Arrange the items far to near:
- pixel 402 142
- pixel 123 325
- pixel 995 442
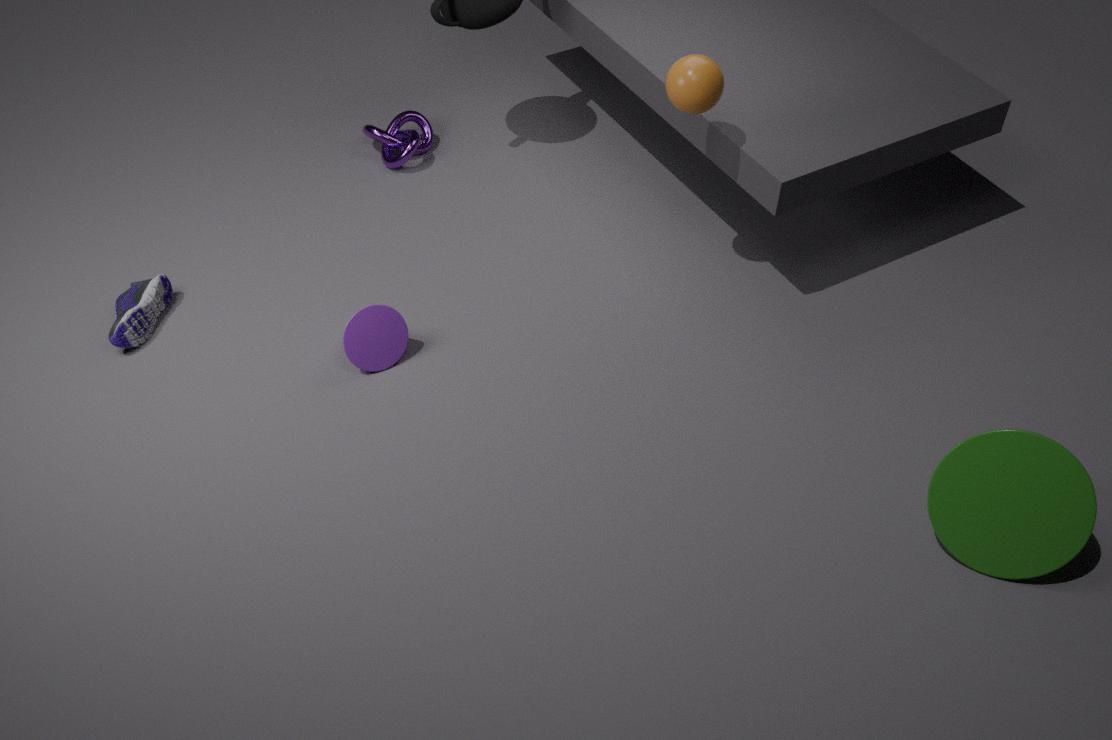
pixel 402 142 < pixel 123 325 < pixel 995 442
